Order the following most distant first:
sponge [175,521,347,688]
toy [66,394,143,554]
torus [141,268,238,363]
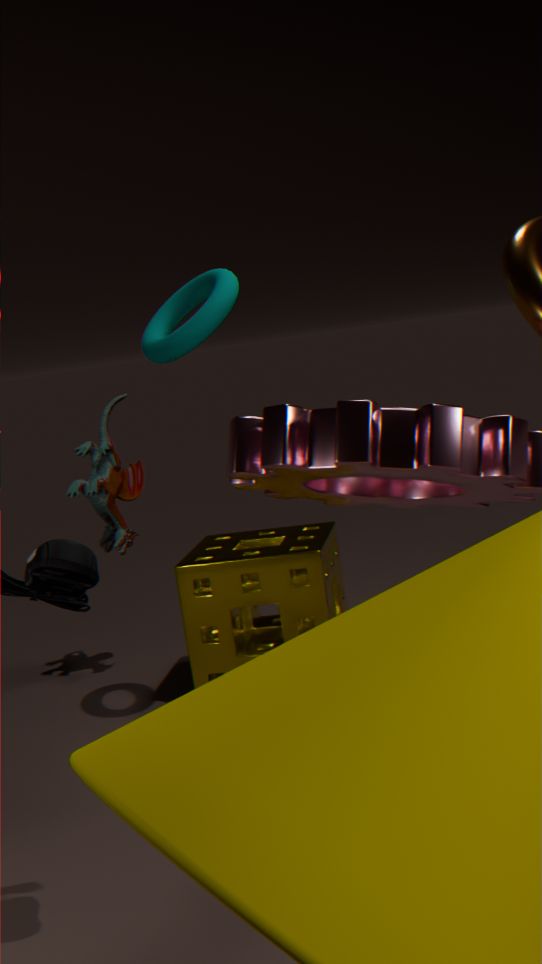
1. toy [66,394,143,554]
2. sponge [175,521,347,688]
3. torus [141,268,238,363]
